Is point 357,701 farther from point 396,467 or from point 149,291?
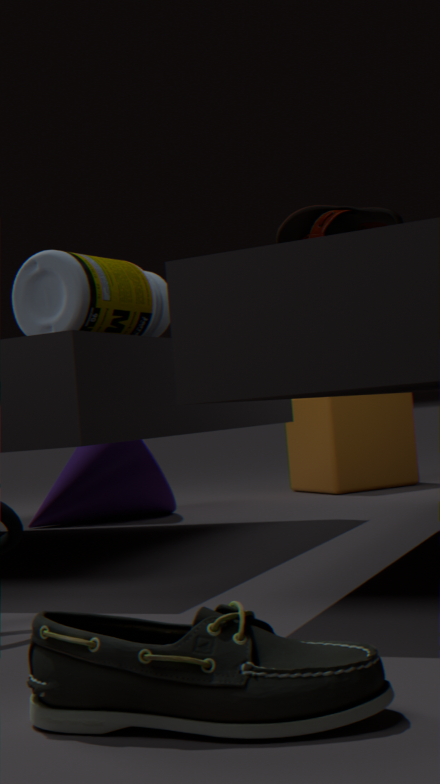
point 396,467
